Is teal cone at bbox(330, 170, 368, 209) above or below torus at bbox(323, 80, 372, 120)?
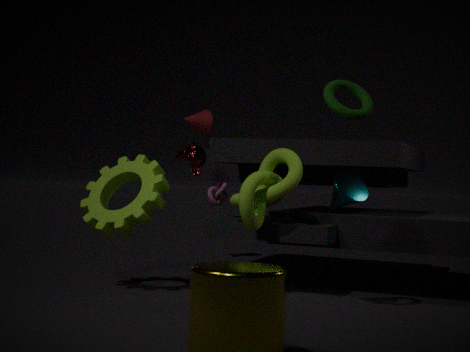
below
